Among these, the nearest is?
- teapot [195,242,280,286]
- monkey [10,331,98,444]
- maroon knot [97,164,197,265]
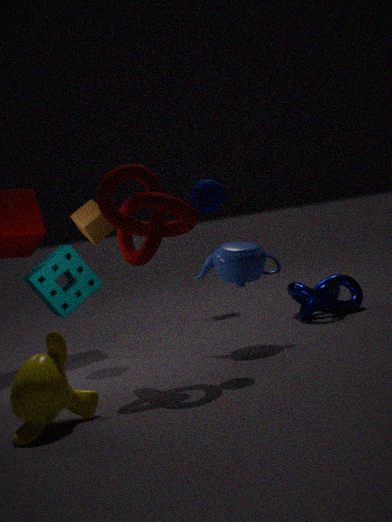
monkey [10,331,98,444]
